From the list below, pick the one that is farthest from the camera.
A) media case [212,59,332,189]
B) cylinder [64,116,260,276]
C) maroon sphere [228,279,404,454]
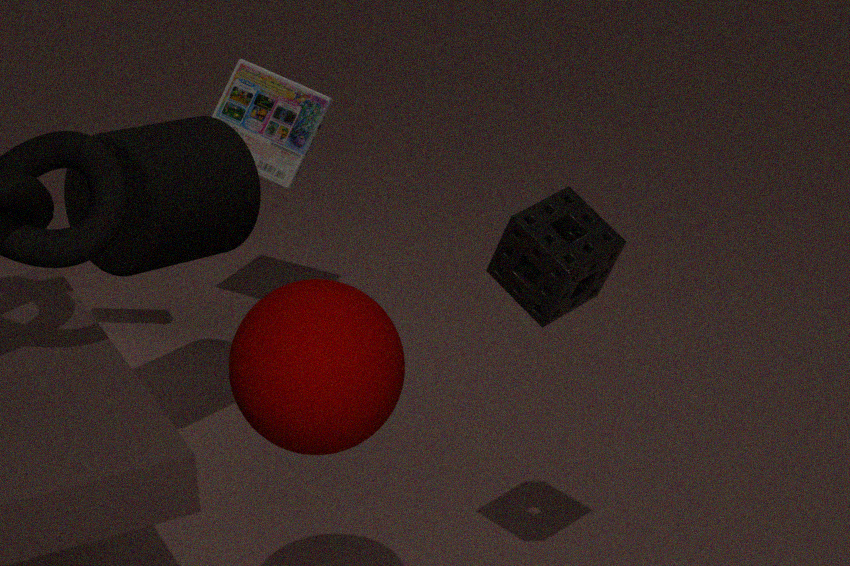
media case [212,59,332,189]
